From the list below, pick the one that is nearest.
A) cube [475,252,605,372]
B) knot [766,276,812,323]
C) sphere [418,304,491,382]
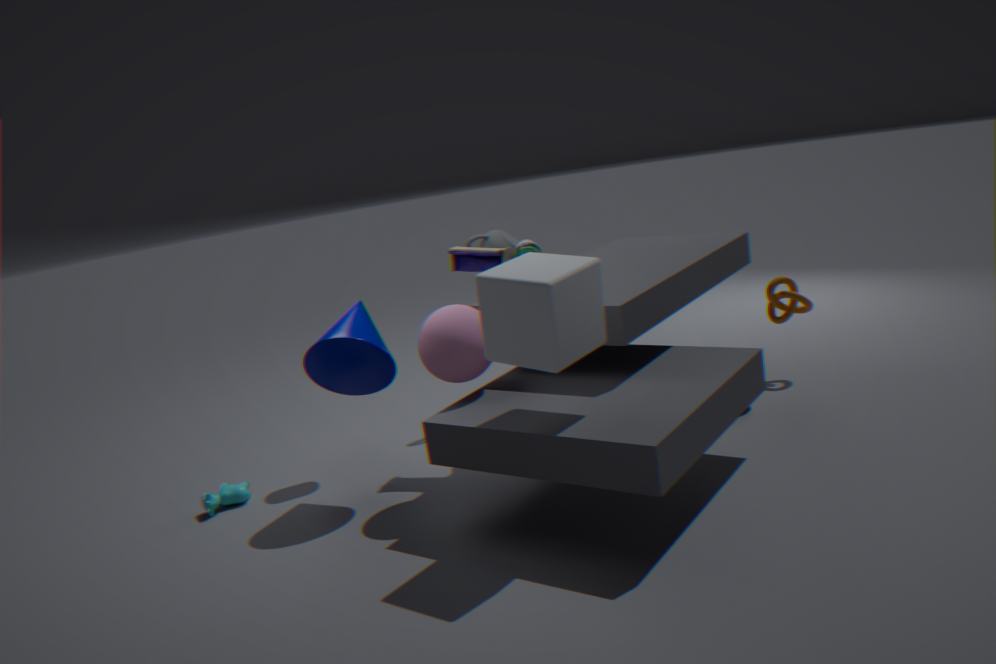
cube [475,252,605,372]
